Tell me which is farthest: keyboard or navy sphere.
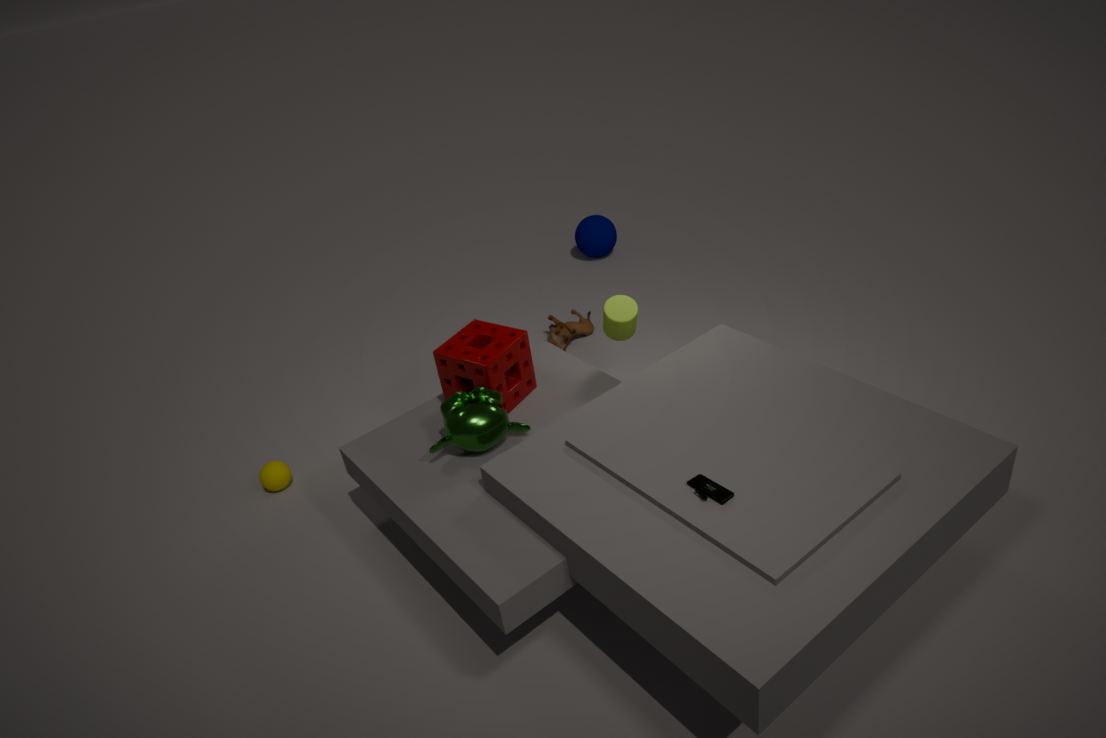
navy sphere
